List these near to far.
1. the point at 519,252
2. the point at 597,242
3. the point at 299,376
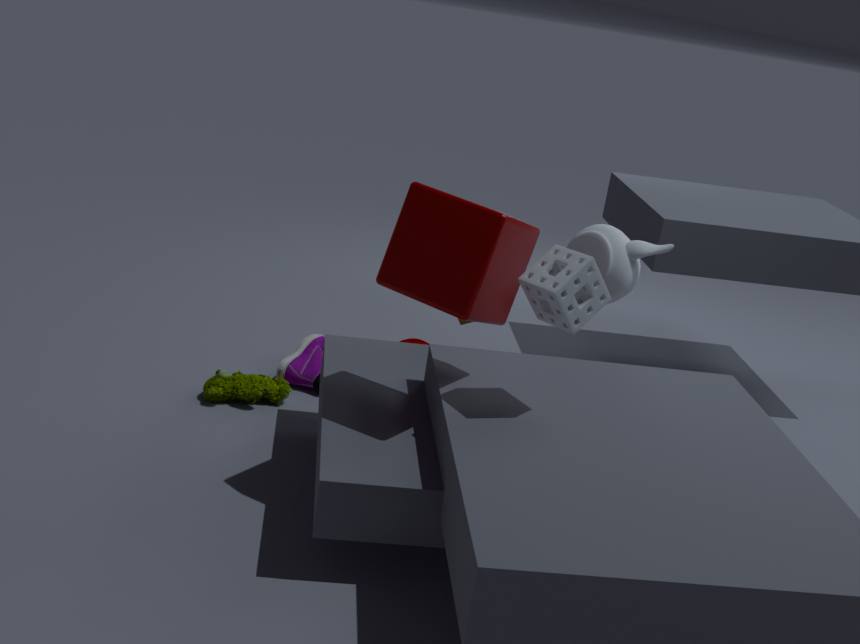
the point at 519,252
the point at 597,242
the point at 299,376
